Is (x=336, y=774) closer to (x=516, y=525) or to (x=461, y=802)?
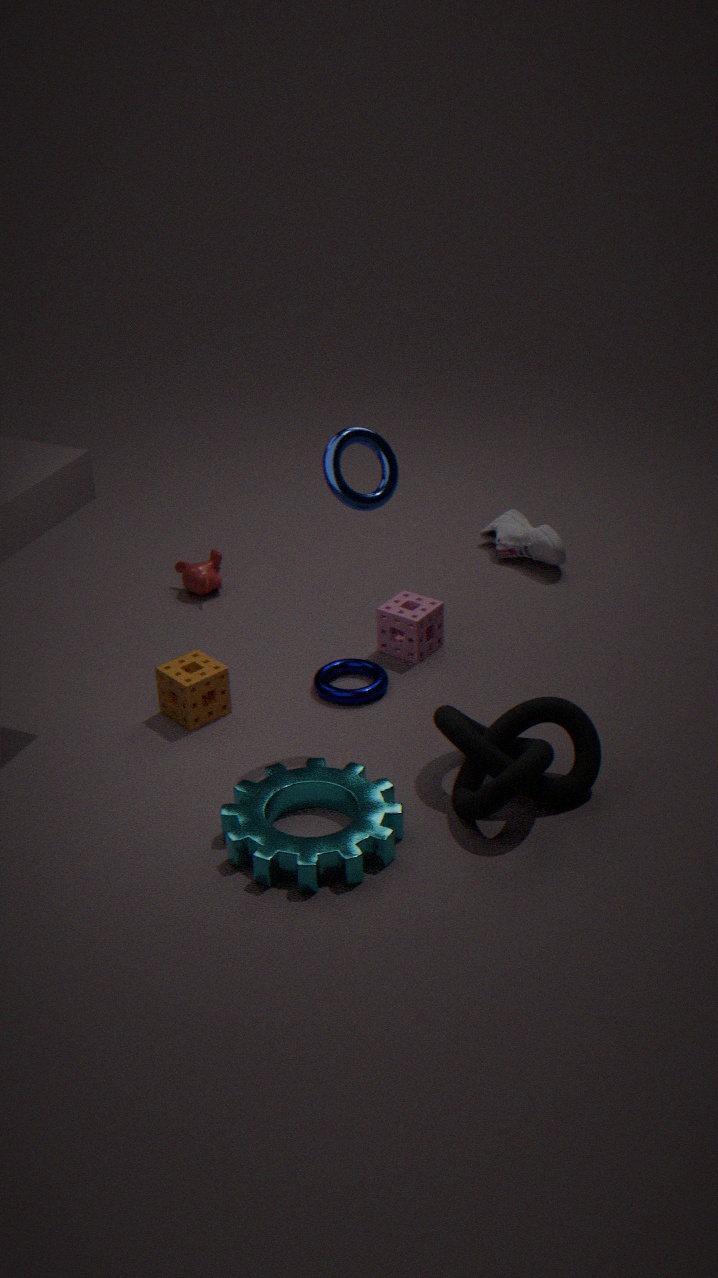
(x=461, y=802)
